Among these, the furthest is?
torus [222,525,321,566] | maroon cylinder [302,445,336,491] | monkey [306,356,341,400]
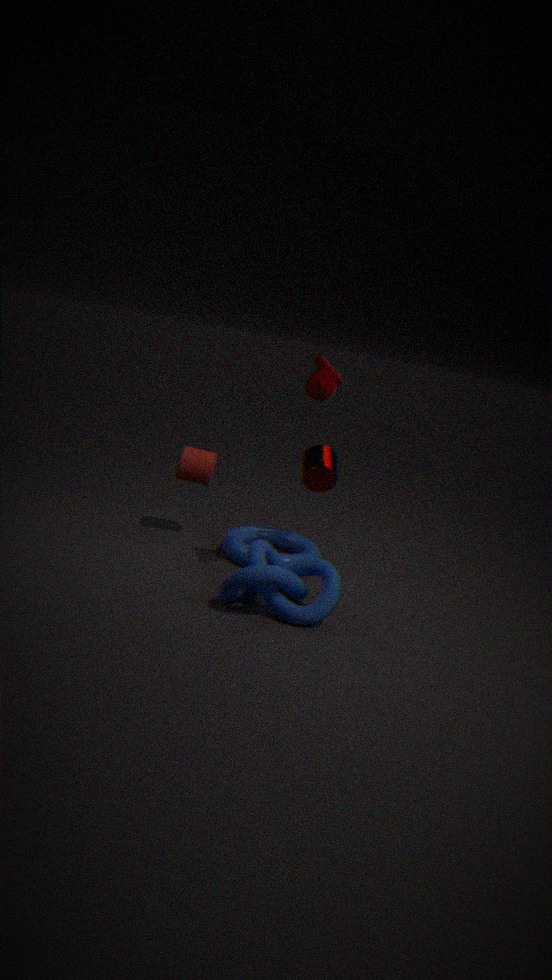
maroon cylinder [302,445,336,491]
